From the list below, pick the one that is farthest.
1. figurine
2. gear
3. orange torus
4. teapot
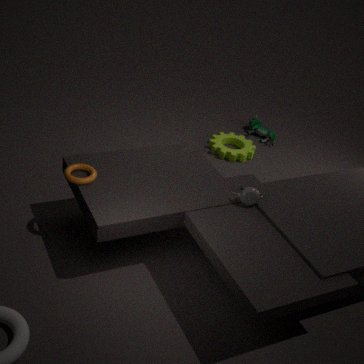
figurine
